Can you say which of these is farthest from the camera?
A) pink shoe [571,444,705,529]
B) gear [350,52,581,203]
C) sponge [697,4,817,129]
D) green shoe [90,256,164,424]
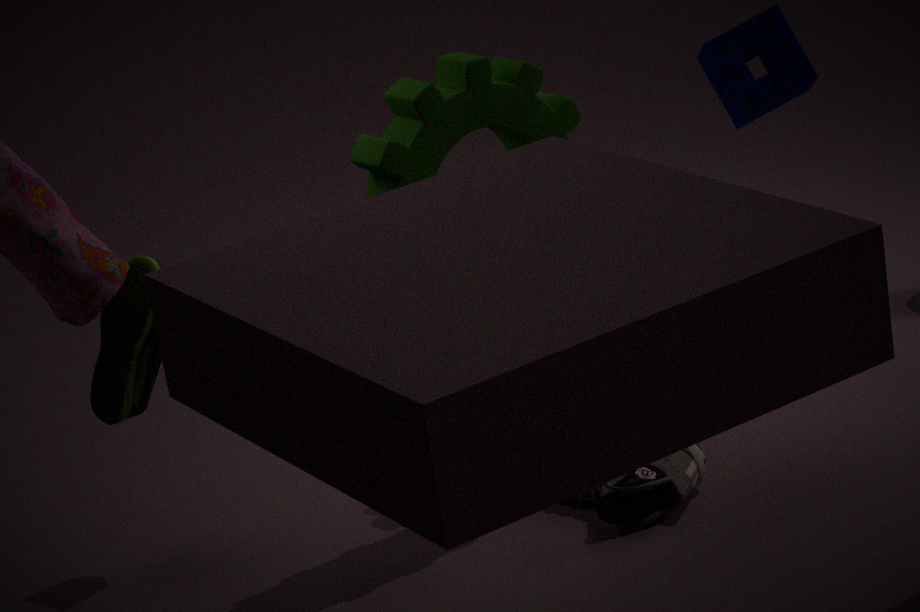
sponge [697,4,817,129]
